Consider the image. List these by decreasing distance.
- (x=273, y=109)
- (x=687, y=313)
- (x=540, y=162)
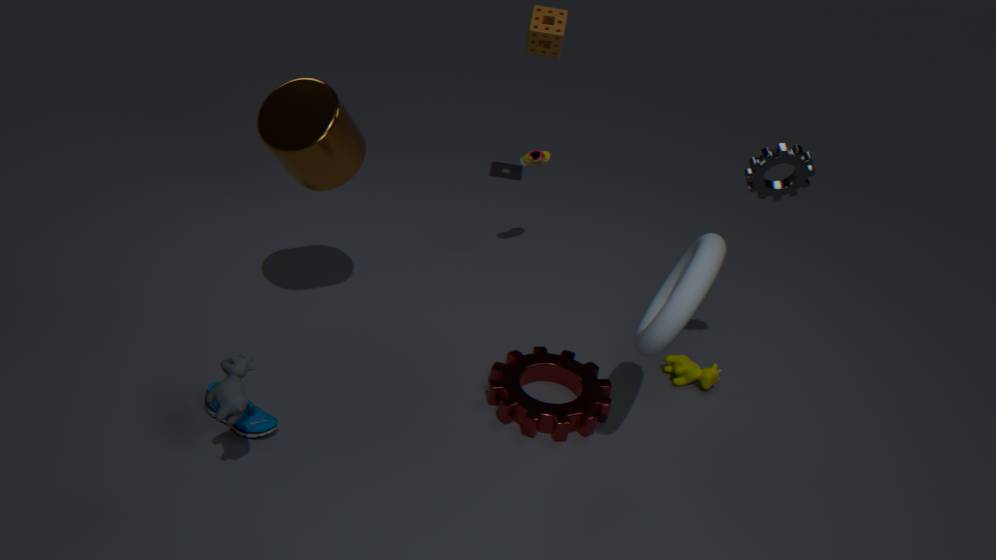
(x=540, y=162), (x=273, y=109), (x=687, y=313)
